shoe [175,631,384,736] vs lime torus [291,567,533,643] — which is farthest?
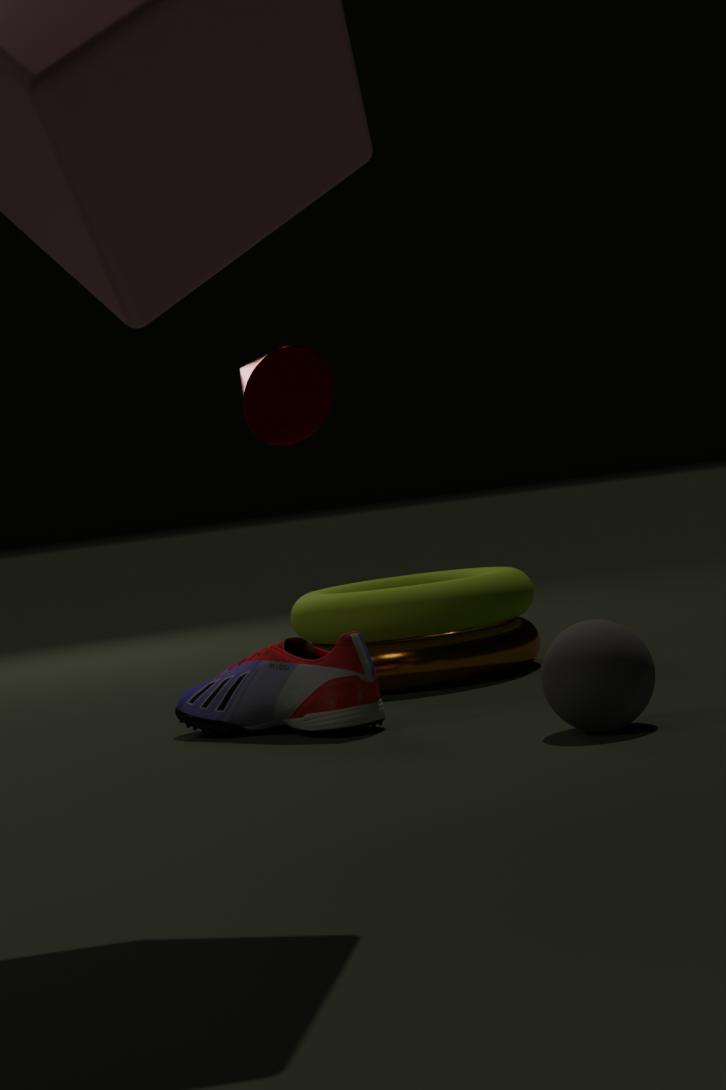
lime torus [291,567,533,643]
